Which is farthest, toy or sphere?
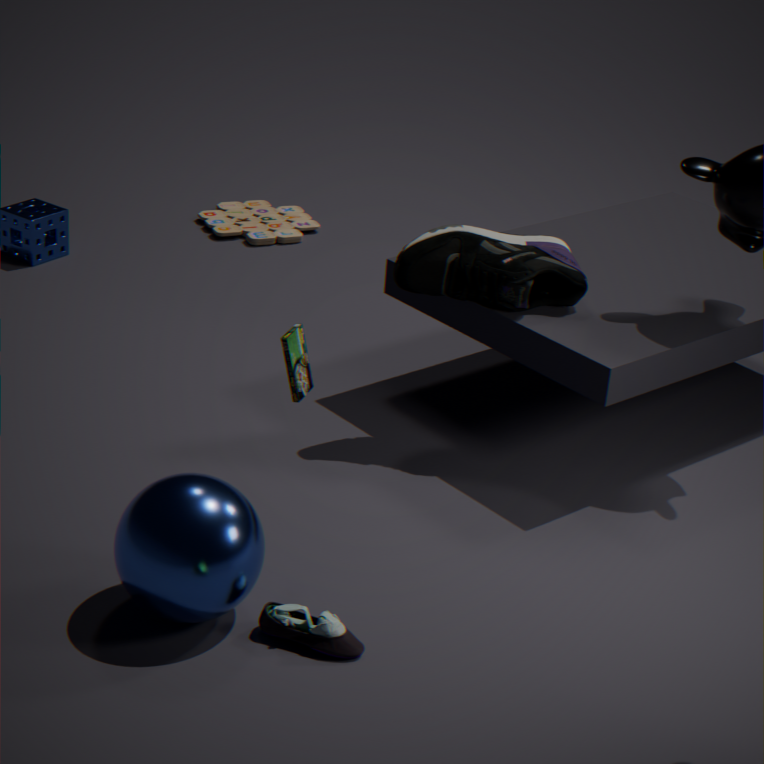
toy
